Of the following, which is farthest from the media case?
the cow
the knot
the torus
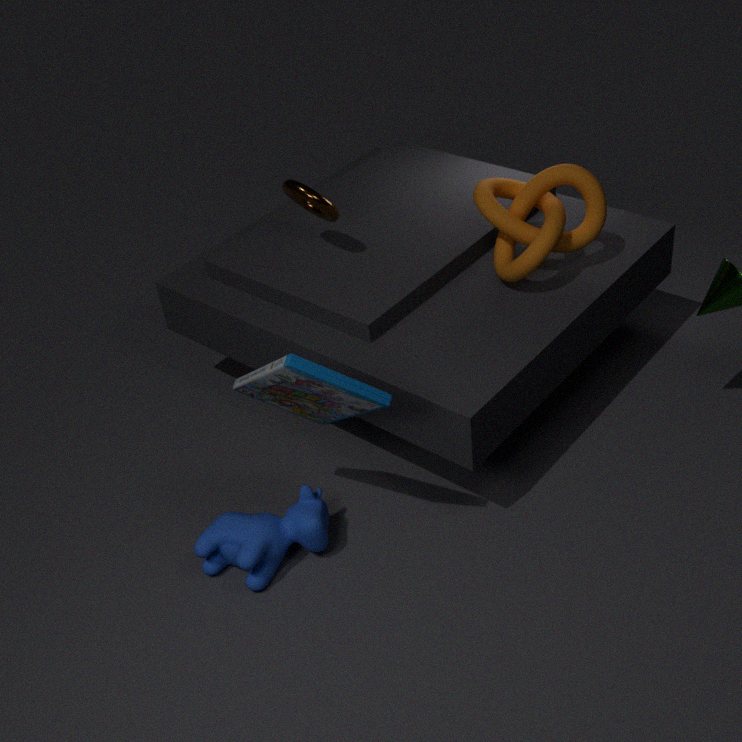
the knot
